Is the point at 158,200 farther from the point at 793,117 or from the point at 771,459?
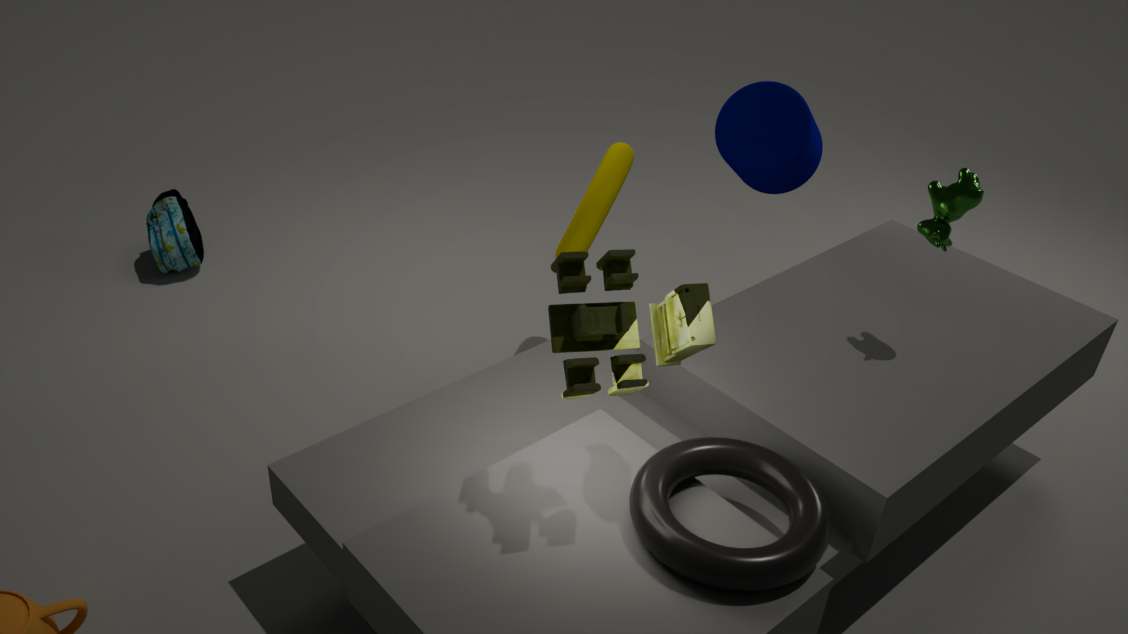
the point at 771,459
